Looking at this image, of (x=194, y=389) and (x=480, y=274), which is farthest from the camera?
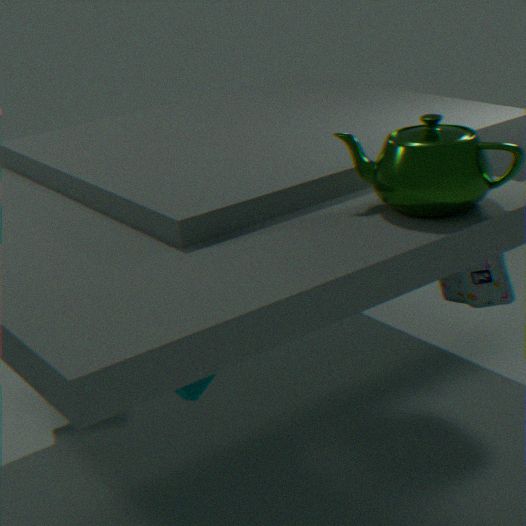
(x=480, y=274)
